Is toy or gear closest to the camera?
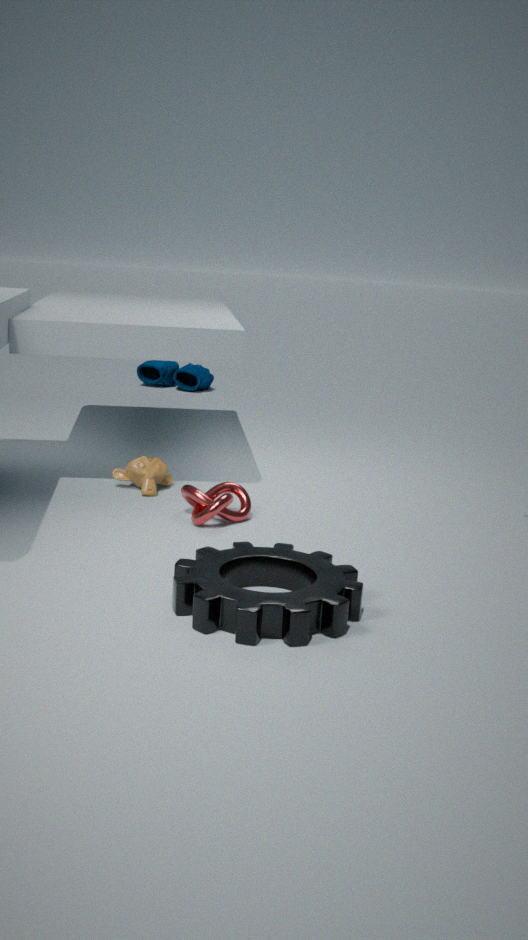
gear
